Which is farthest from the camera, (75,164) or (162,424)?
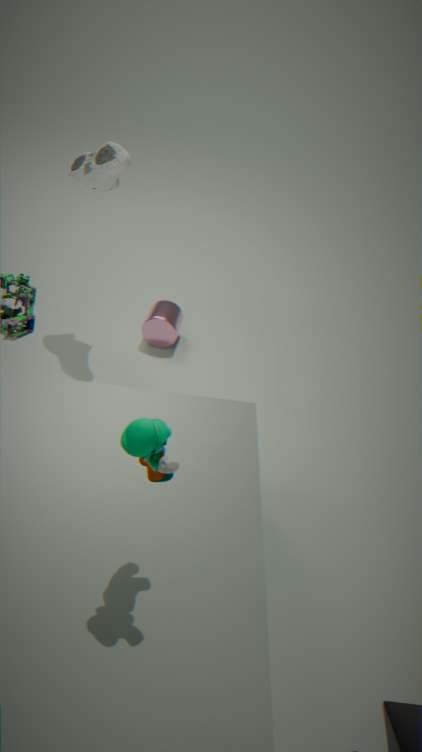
(75,164)
